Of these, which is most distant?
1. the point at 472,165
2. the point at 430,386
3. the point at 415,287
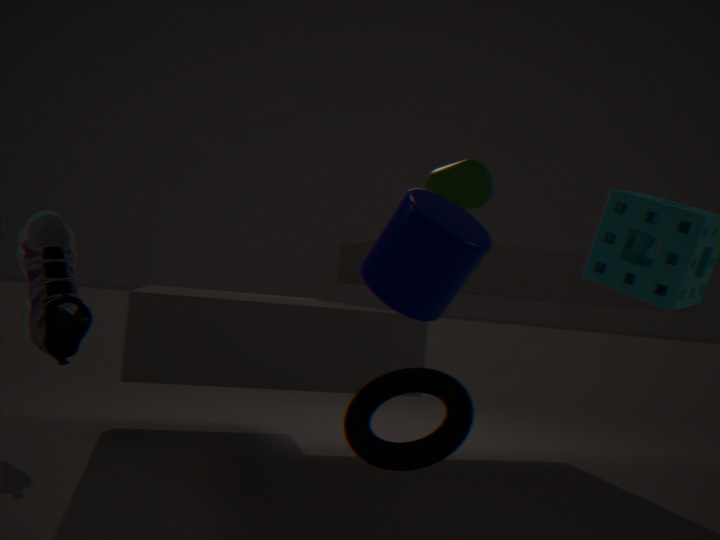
the point at 472,165
